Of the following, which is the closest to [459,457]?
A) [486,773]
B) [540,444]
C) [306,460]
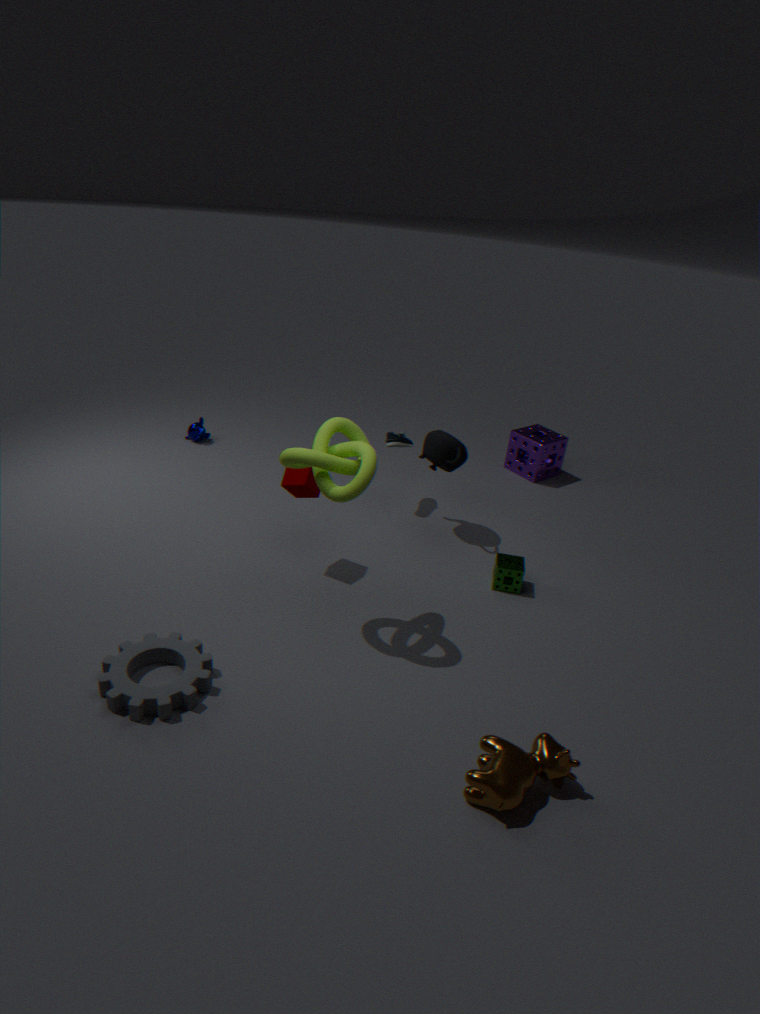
[306,460]
